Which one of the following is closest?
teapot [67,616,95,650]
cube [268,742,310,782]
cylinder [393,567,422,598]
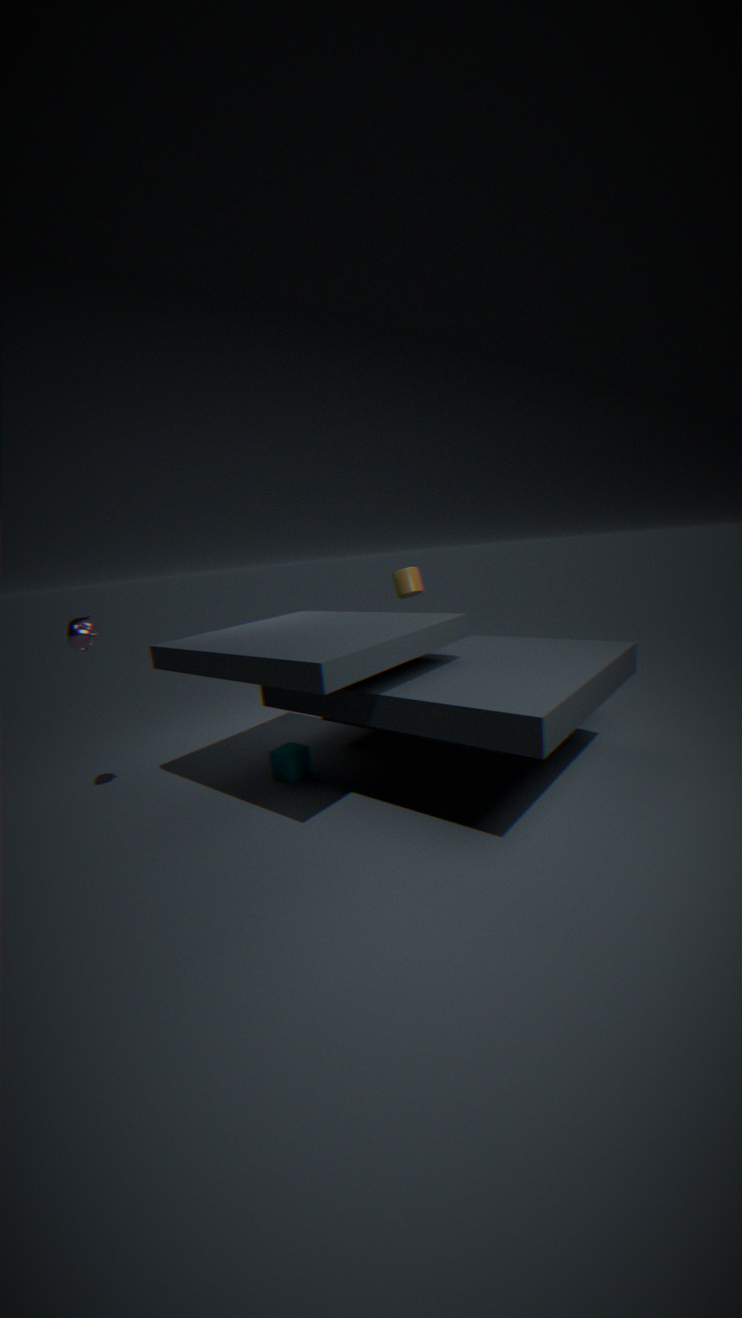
teapot [67,616,95,650]
